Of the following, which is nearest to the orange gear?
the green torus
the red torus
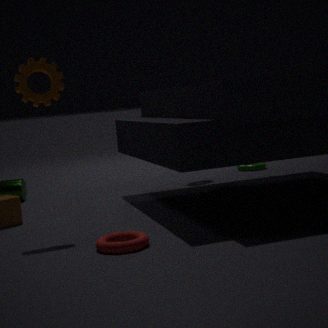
the red torus
